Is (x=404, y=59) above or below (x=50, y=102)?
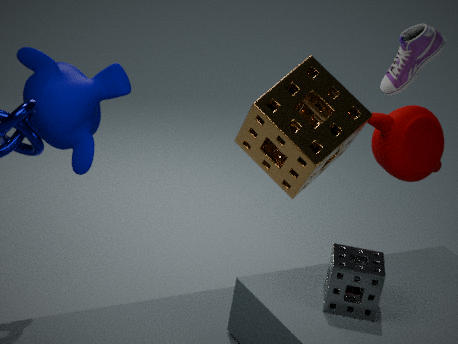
above
